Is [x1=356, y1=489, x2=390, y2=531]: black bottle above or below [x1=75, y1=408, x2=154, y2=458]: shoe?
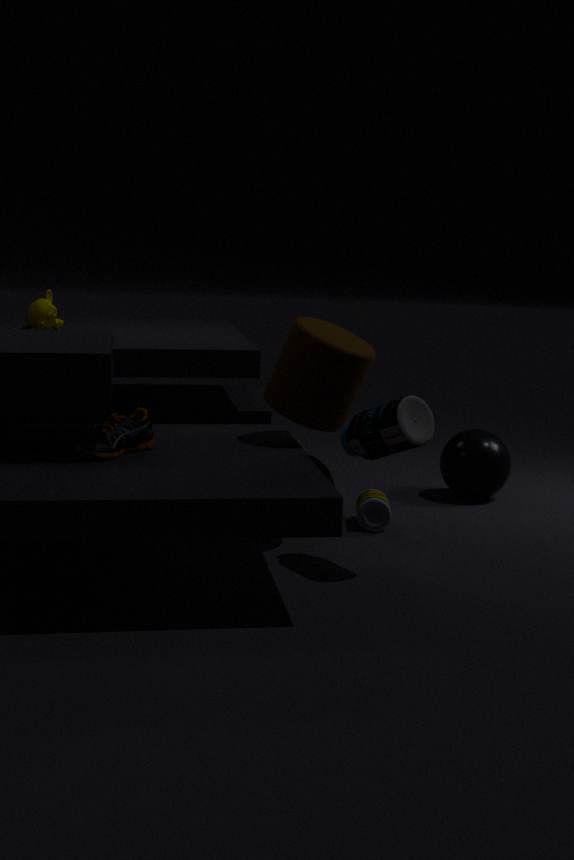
below
